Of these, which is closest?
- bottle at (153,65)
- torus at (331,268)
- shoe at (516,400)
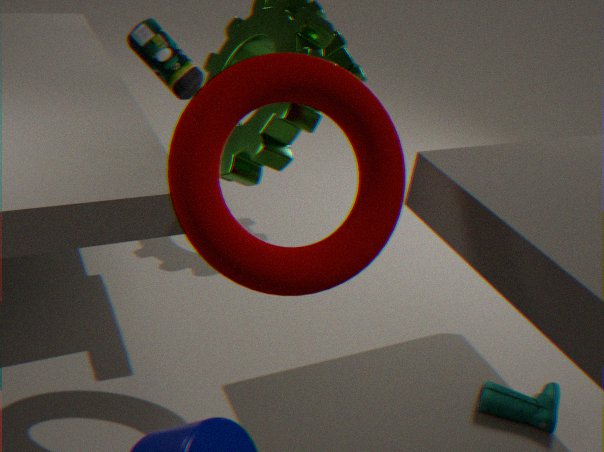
torus at (331,268)
